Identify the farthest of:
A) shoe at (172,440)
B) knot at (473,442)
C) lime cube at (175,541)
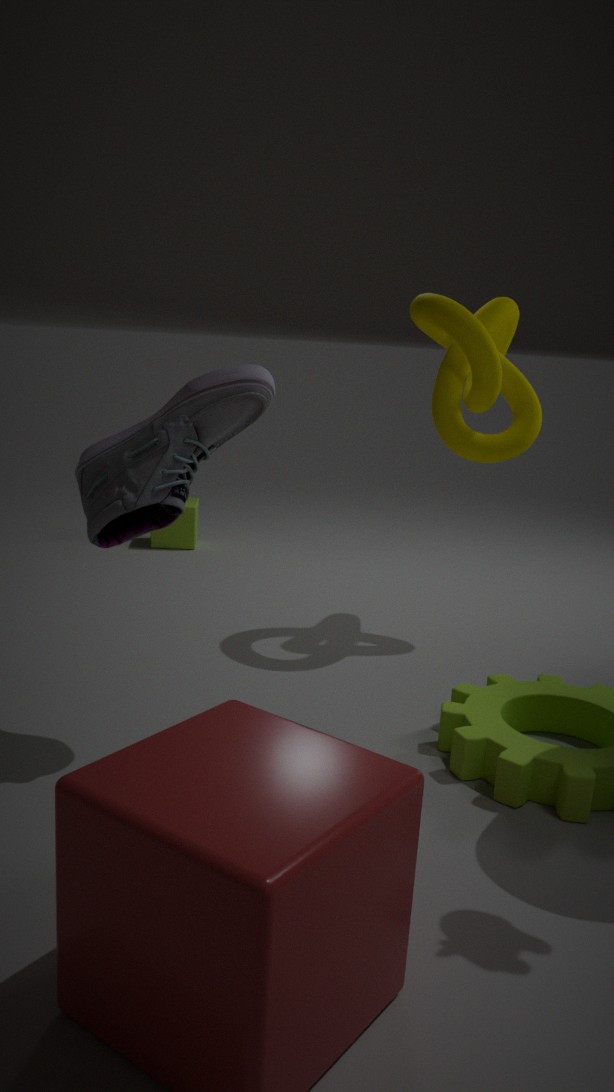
lime cube at (175,541)
